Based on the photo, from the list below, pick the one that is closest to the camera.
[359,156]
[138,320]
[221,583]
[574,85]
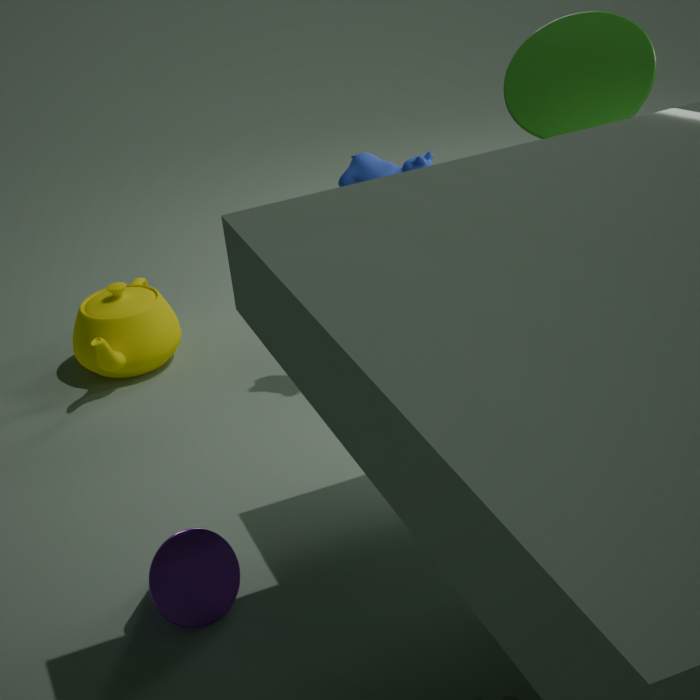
[221,583]
